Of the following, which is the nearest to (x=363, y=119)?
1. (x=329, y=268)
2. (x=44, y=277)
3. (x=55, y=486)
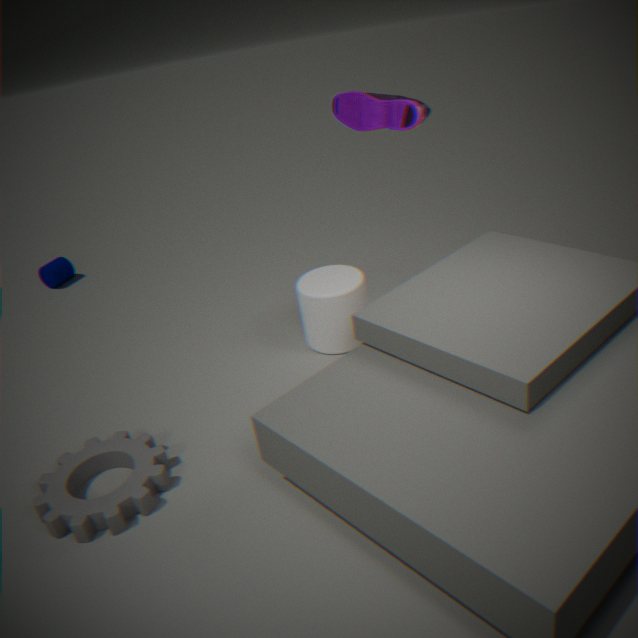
(x=329, y=268)
